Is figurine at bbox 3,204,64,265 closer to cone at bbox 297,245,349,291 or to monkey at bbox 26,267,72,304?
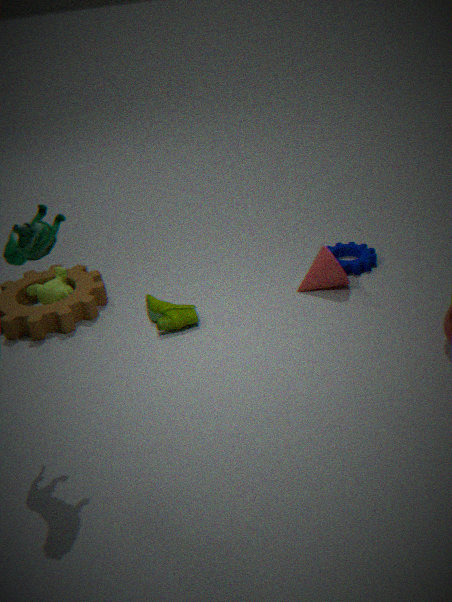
monkey at bbox 26,267,72,304
